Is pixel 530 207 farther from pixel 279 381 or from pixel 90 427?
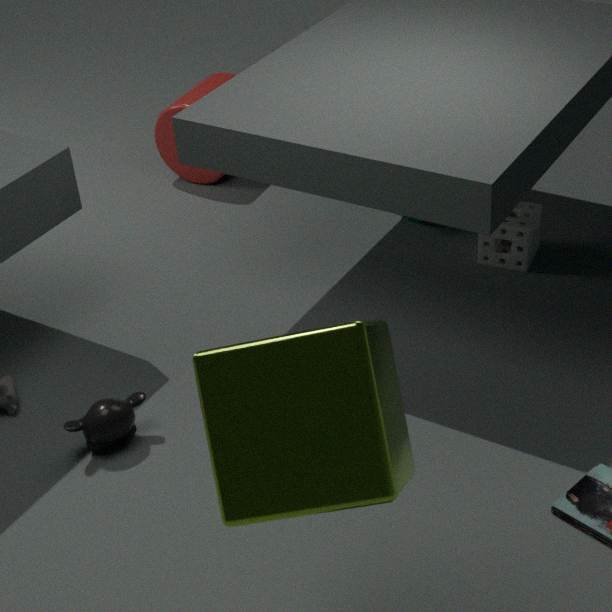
pixel 279 381
